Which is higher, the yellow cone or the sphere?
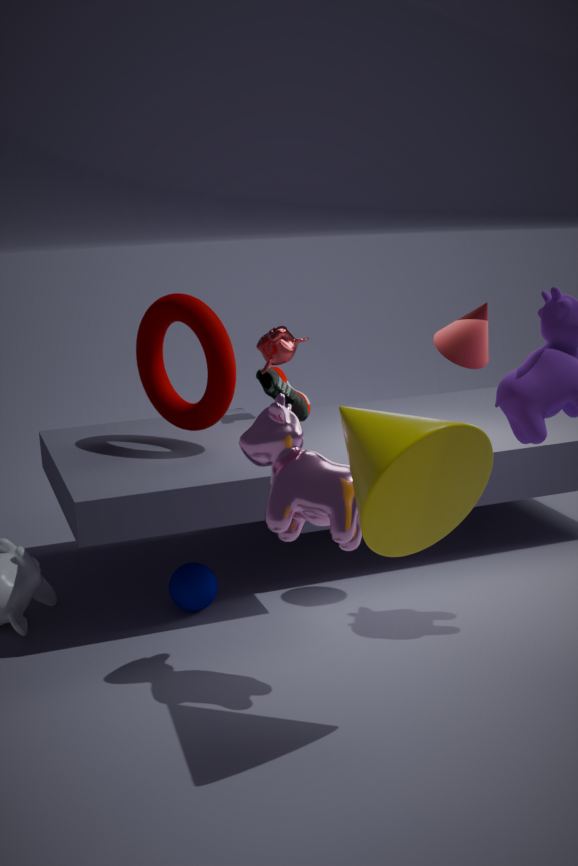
the yellow cone
